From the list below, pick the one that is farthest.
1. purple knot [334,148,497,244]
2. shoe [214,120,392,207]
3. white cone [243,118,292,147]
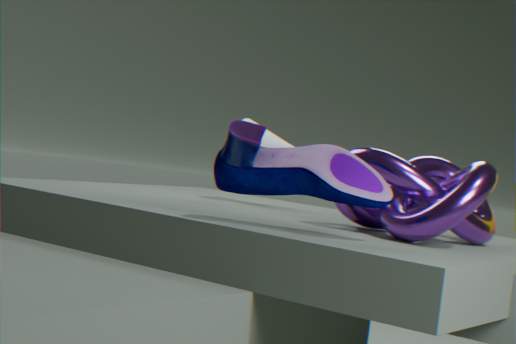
white cone [243,118,292,147]
